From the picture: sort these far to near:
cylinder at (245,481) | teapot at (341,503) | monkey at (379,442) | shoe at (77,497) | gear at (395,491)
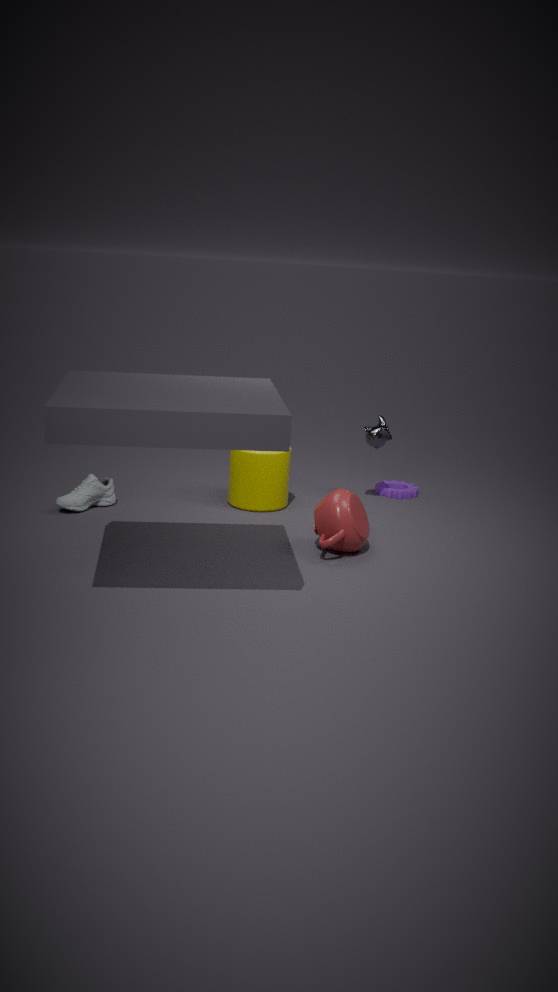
1. gear at (395,491)
2. monkey at (379,442)
3. cylinder at (245,481)
4. shoe at (77,497)
5. teapot at (341,503)
